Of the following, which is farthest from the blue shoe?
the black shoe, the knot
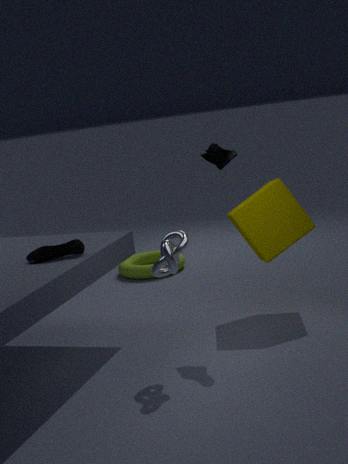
the black shoe
